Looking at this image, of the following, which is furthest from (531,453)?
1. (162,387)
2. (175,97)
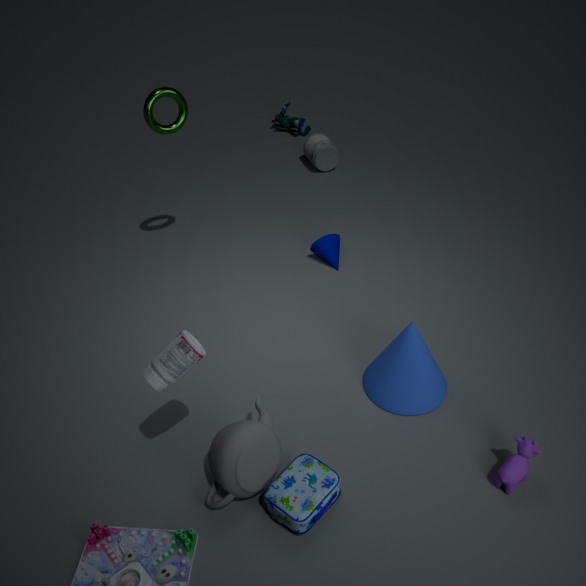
(175,97)
